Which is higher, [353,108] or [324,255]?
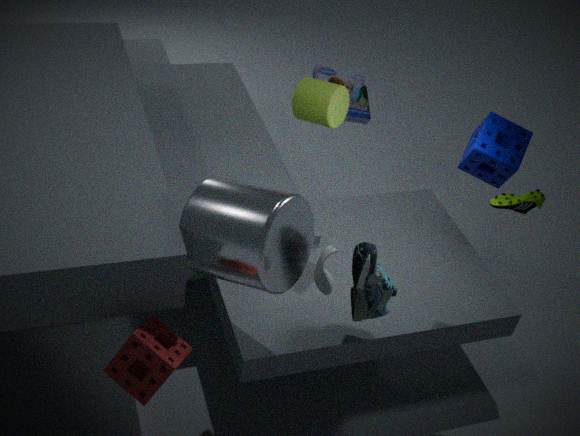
[324,255]
